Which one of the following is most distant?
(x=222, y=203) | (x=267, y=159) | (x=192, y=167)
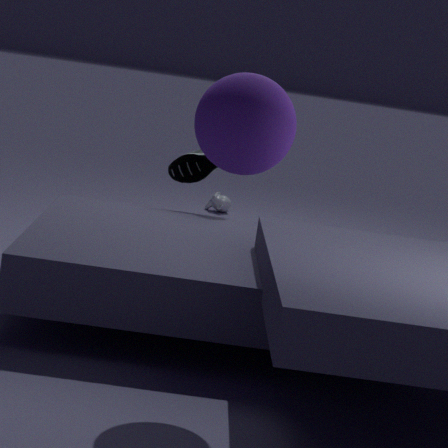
(x=222, y=203)
